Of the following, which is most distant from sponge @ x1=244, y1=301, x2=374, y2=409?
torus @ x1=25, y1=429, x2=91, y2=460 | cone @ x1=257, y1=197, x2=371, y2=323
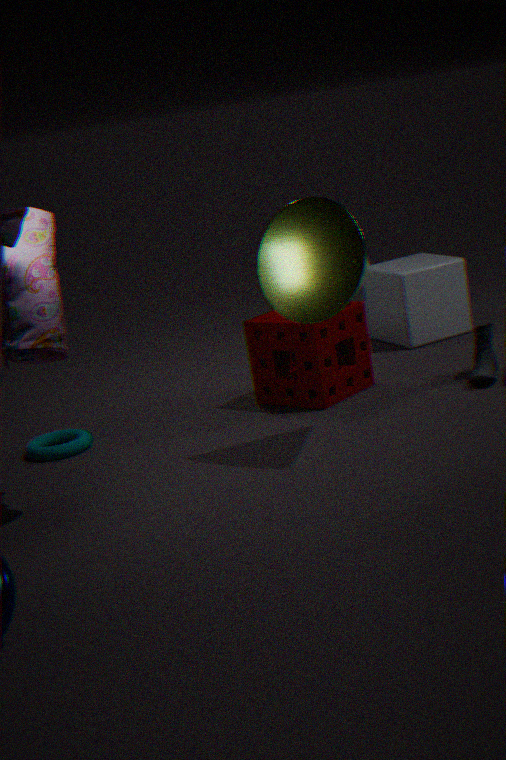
torus @ x1=25, y1=429, x2=91, y2=460
